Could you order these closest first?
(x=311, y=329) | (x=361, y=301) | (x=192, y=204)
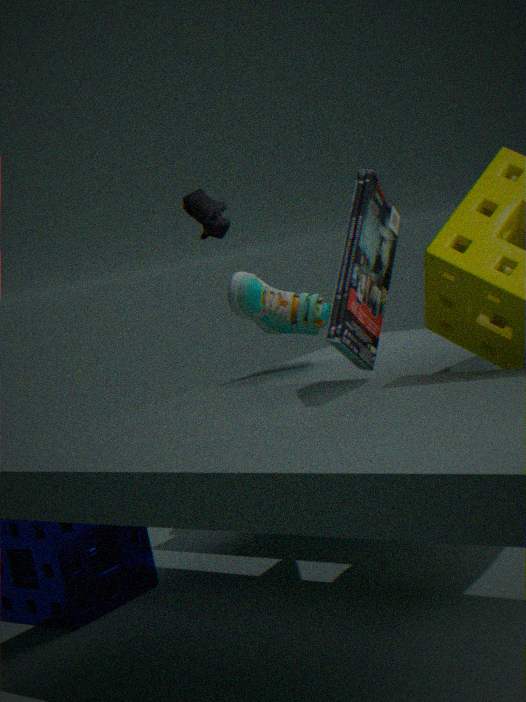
(x=361, y=301) → (x=311, y=329) → (x=192, y=204)
